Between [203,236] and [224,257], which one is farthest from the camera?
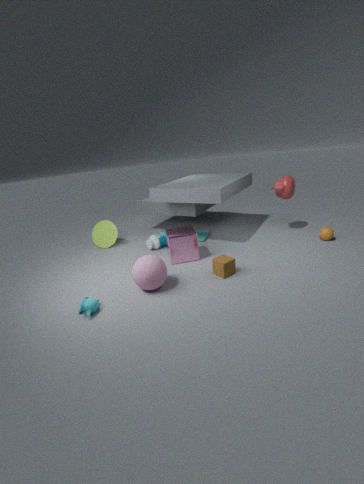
[203,236]
